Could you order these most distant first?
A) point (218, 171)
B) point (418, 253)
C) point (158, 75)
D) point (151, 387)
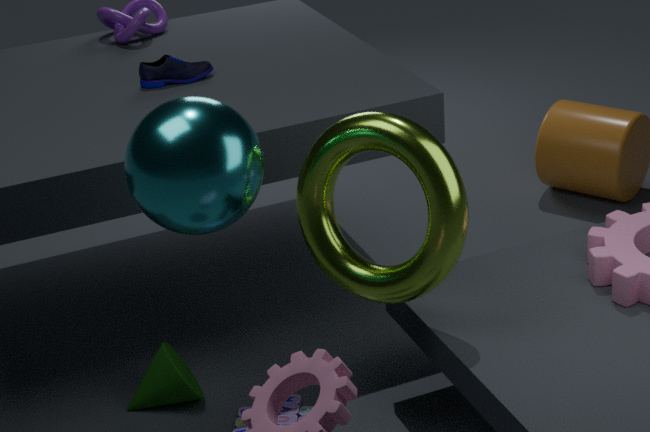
point (158, 75)
point (151, 387)
point (418, 253)
point (218, 171)
